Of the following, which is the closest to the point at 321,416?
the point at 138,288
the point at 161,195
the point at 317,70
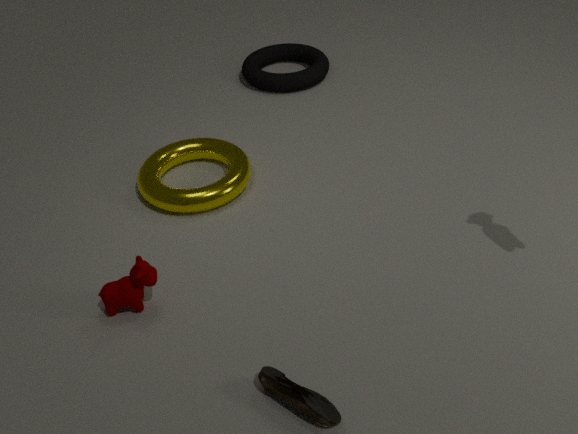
the point at 138,288
